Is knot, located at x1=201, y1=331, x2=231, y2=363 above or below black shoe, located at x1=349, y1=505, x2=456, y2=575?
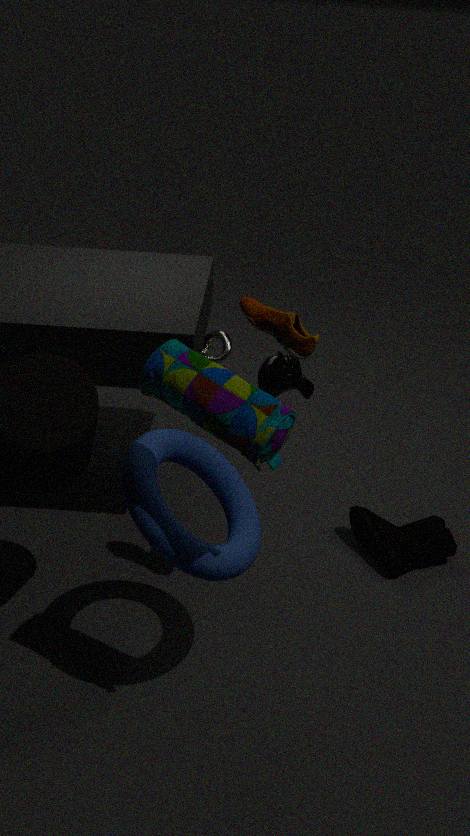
above
